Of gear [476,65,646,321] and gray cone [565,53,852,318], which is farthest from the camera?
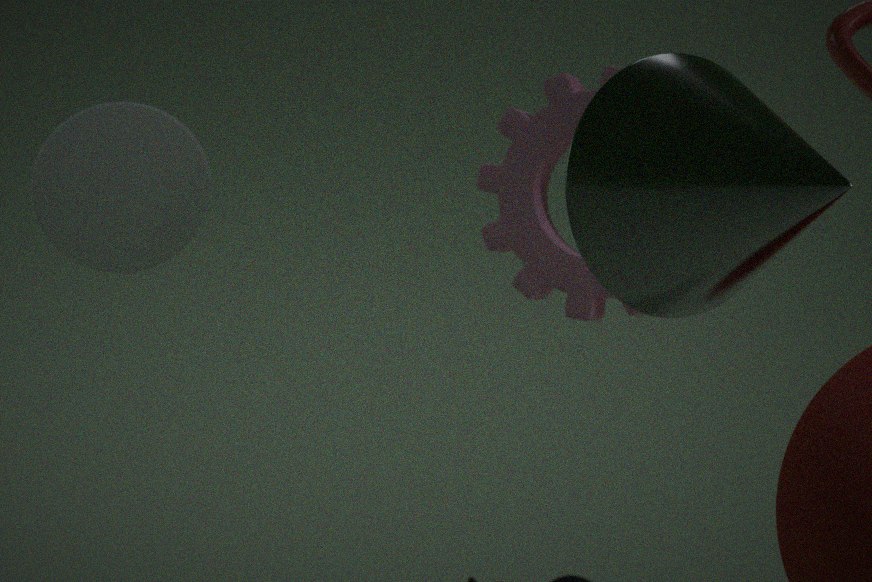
gear [476,65,646,321]
